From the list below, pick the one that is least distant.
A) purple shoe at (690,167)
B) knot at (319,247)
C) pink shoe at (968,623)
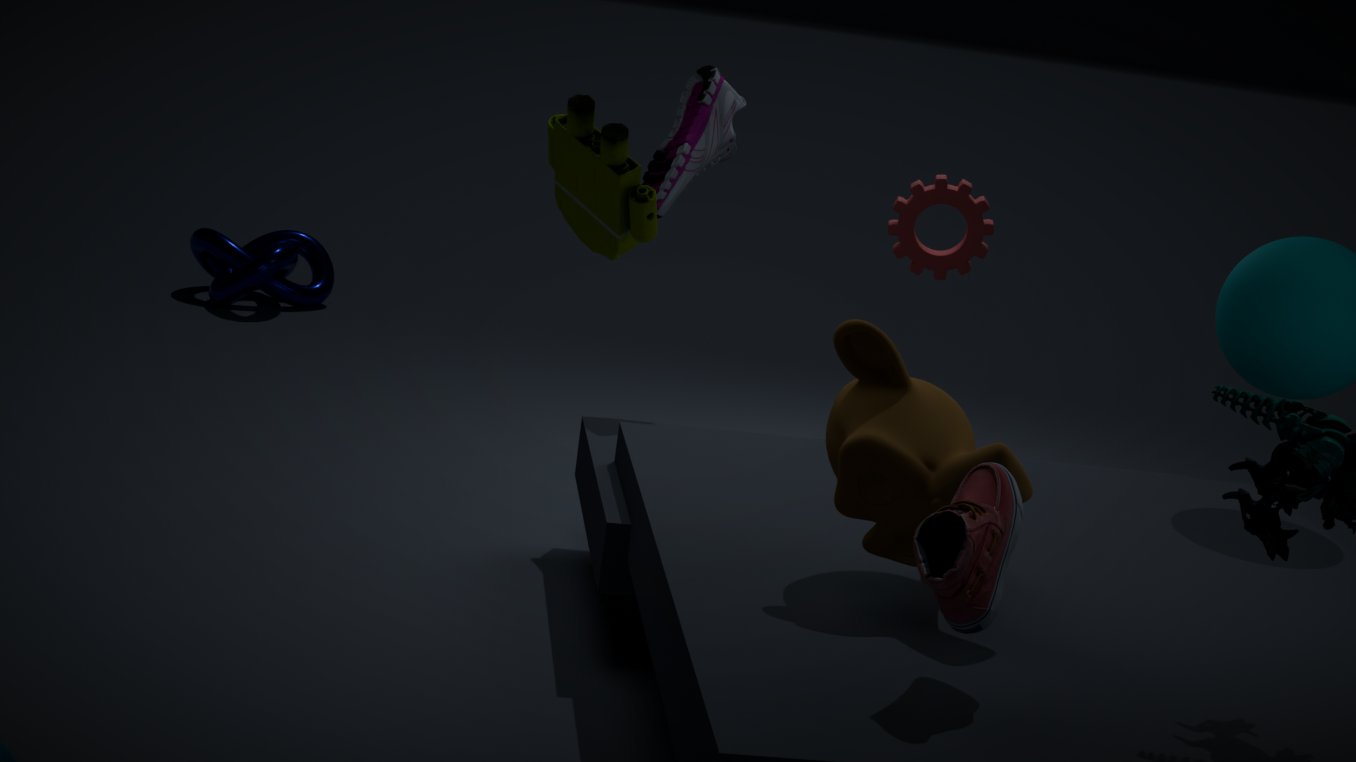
pink shoe at (968,623)
